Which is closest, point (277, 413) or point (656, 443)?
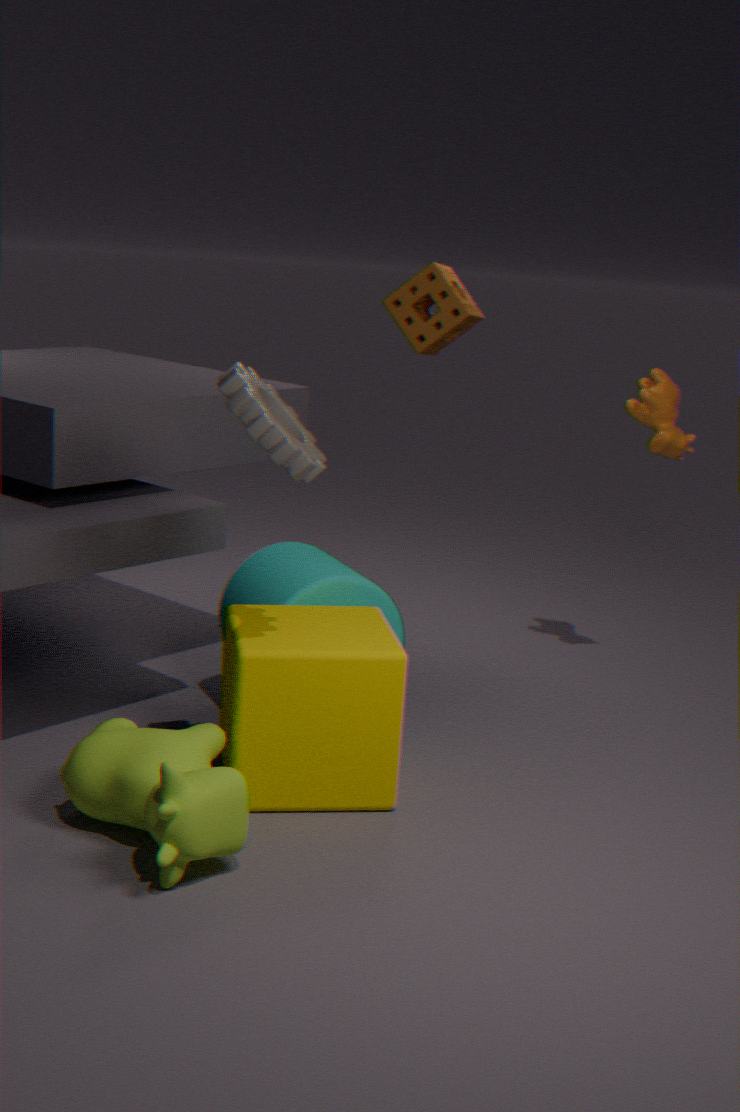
point (277, 413)
